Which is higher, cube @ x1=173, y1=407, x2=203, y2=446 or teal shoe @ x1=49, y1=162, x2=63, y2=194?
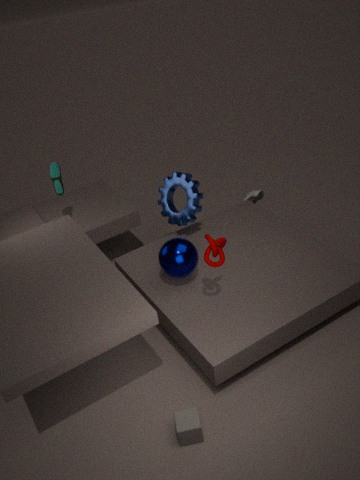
teal shoe @ x1=49, y1=162, x2=63, y2=194
